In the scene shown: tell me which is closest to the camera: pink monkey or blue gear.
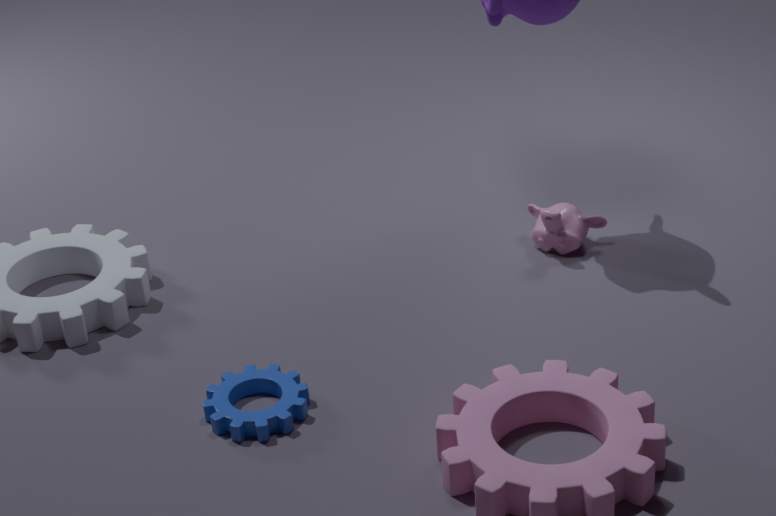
blue gear
